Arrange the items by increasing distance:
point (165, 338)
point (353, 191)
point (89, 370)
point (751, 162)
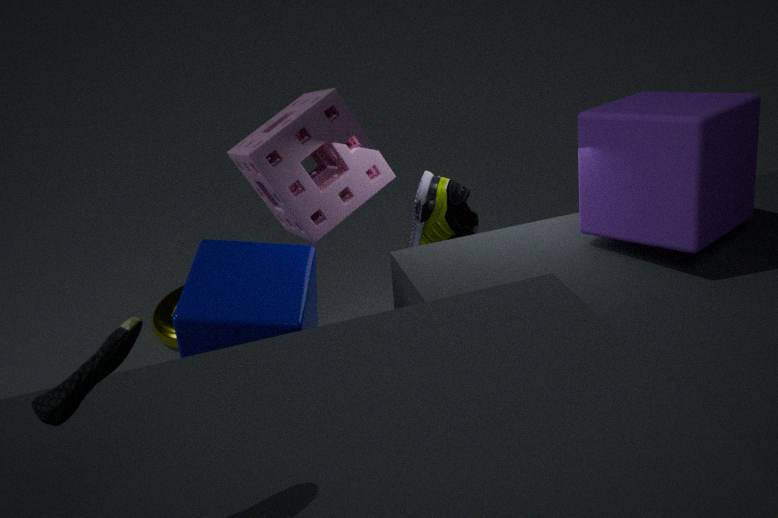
point (89, 370), point (751, 162), point (353, 191), point (165, 338)
